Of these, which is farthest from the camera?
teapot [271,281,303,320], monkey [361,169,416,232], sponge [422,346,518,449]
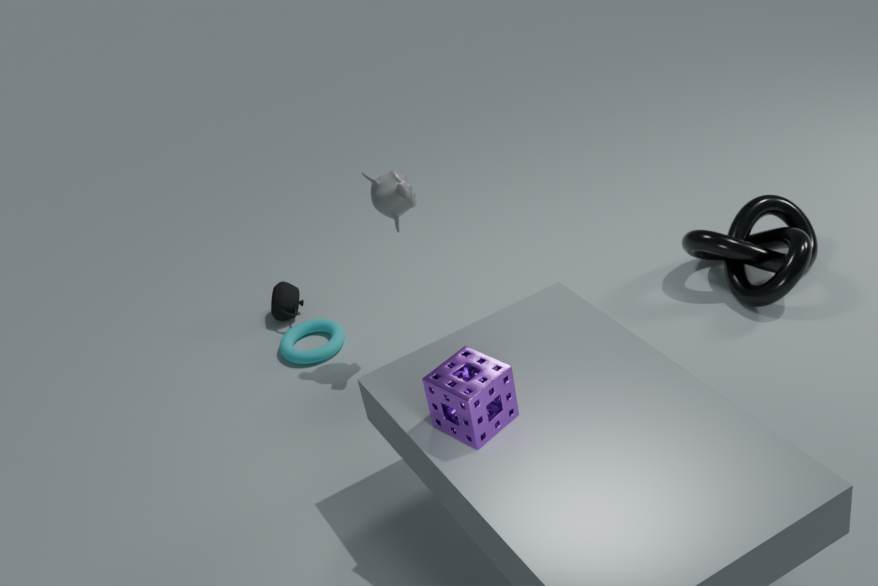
teapot [271,281,303,320]
